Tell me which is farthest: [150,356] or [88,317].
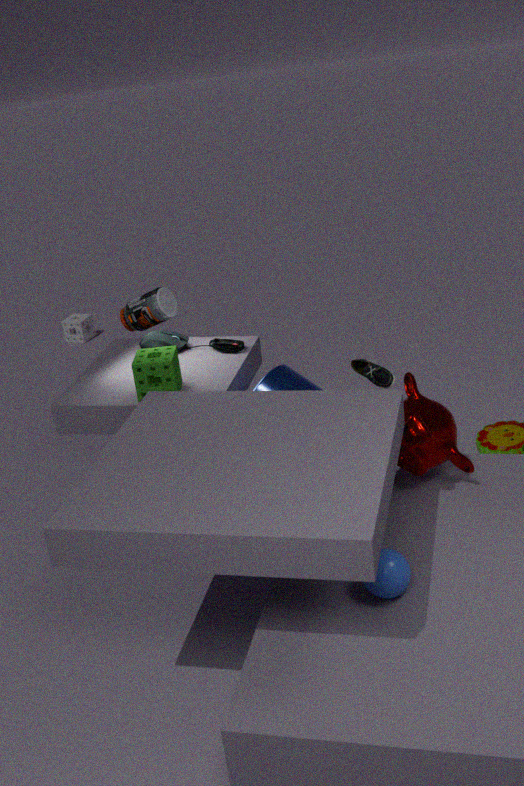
[88,317]
